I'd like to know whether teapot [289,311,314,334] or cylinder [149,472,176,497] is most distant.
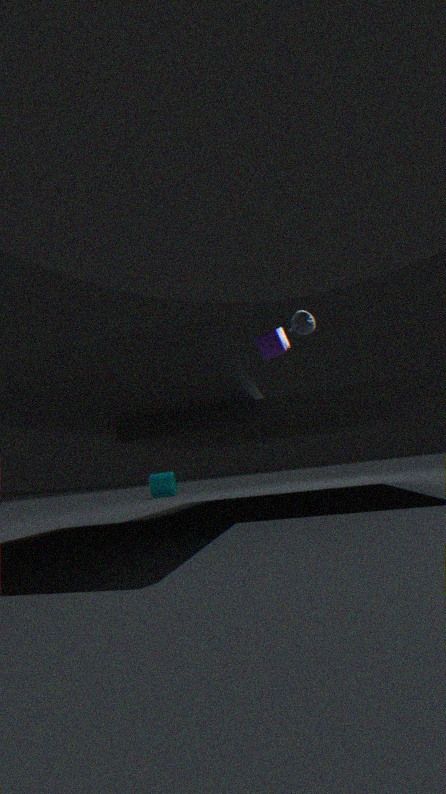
cylinder [149,472,176,497]
